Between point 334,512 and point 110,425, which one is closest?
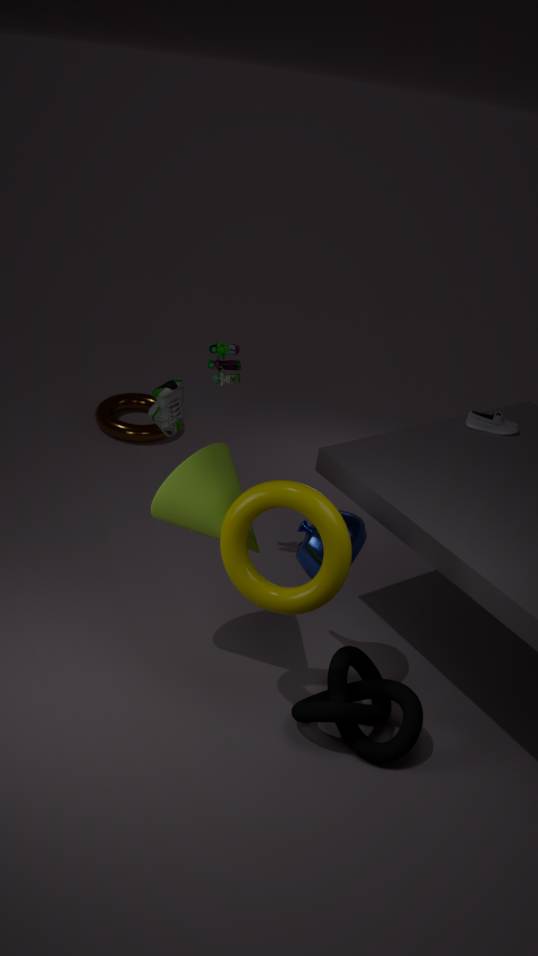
point 334,512
